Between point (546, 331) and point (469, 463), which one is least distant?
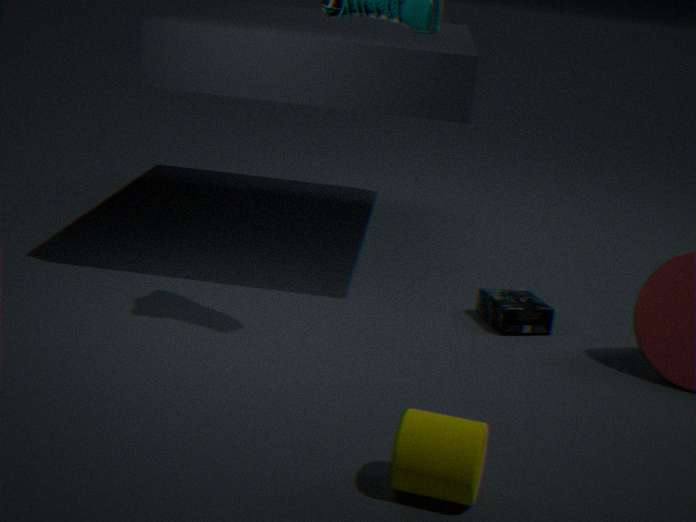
point (469, 463)
